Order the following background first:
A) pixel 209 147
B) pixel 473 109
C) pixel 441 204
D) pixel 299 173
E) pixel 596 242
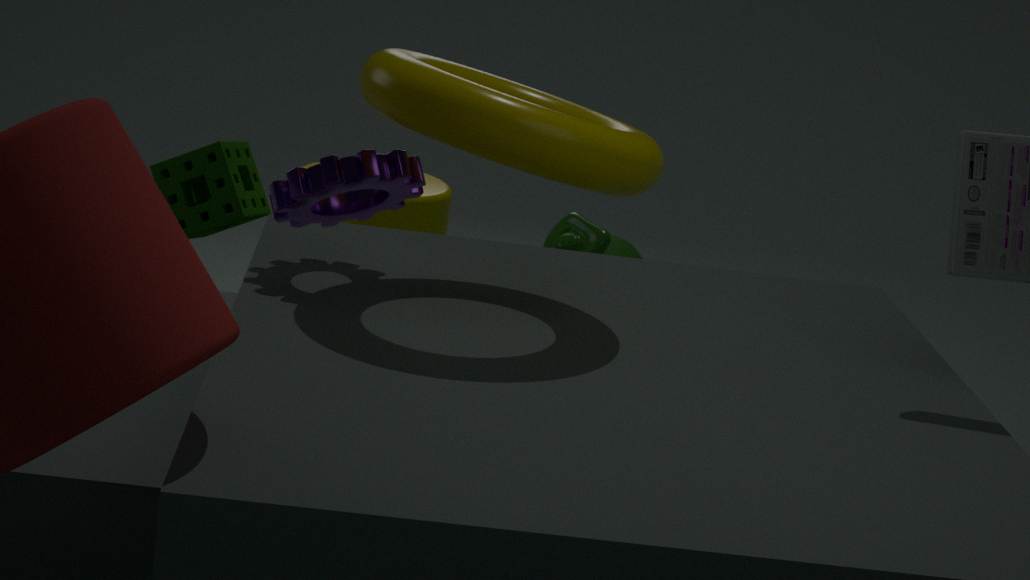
pixel 209 147, pixel 441 204, pixel 596 242, pixel 299 173, pixel 473 109
